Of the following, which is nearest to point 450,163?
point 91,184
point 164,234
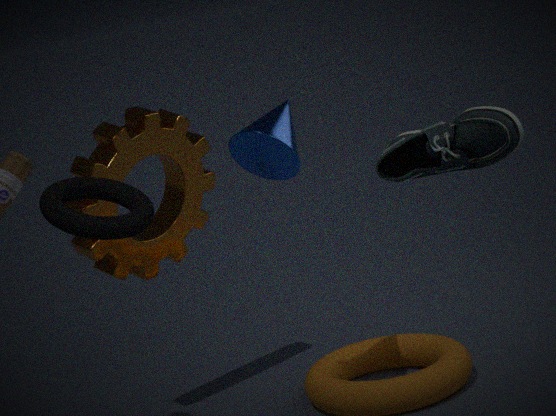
point 91,184
